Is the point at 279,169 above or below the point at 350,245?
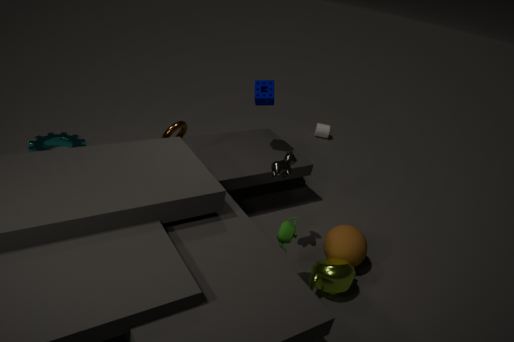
above
